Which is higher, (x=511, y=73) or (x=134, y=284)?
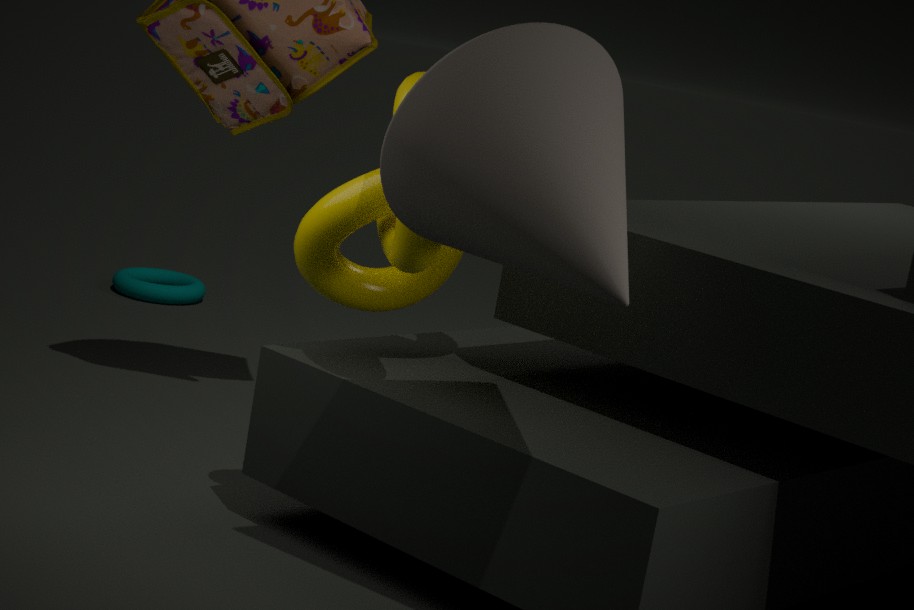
(x=511, y=73)
